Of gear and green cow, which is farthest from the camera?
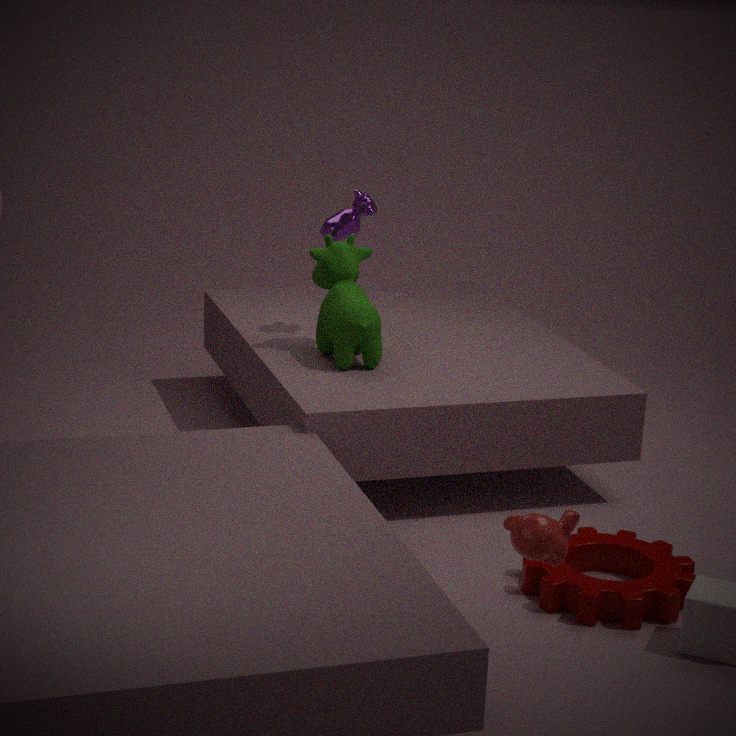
green cow
